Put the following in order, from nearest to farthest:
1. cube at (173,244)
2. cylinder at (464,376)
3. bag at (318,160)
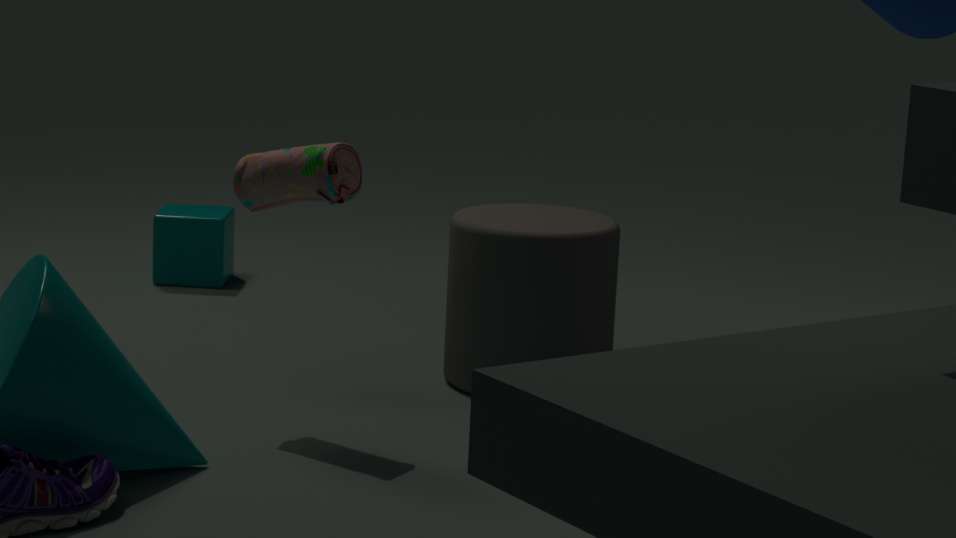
bag at (318,160)
cylinder at (464,376)
cube at (173,244)
